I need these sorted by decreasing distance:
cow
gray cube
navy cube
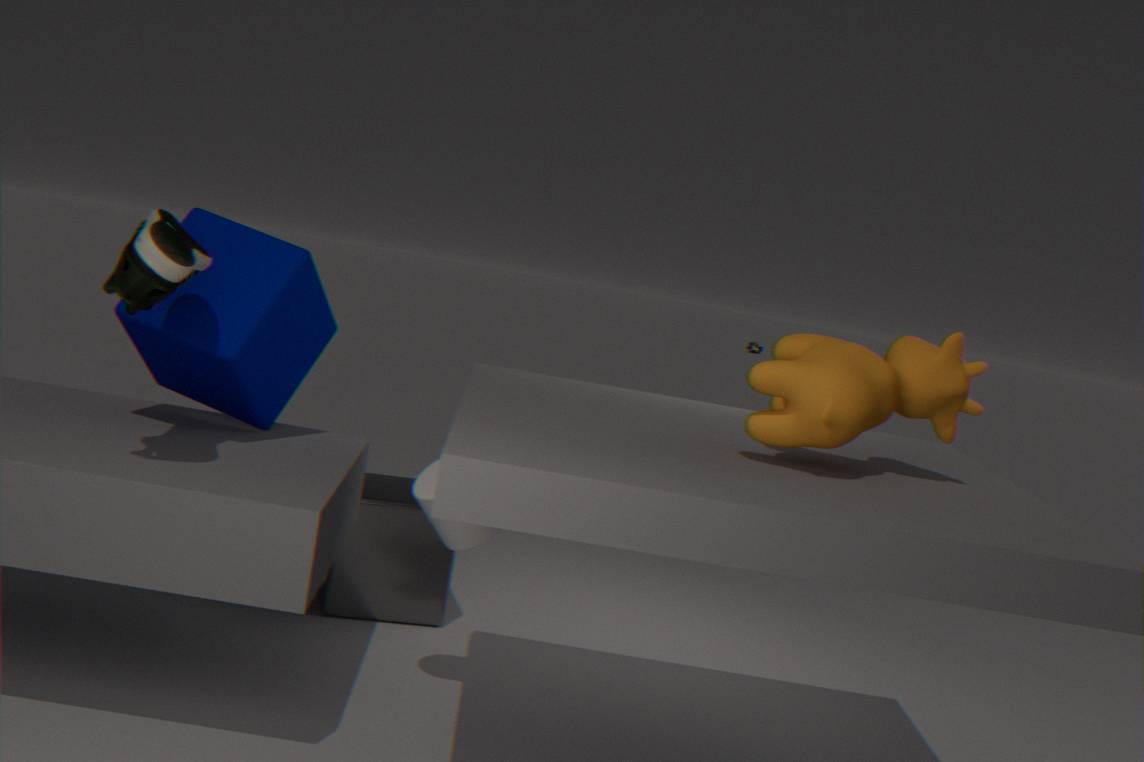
gray cube → navy cube → cow
